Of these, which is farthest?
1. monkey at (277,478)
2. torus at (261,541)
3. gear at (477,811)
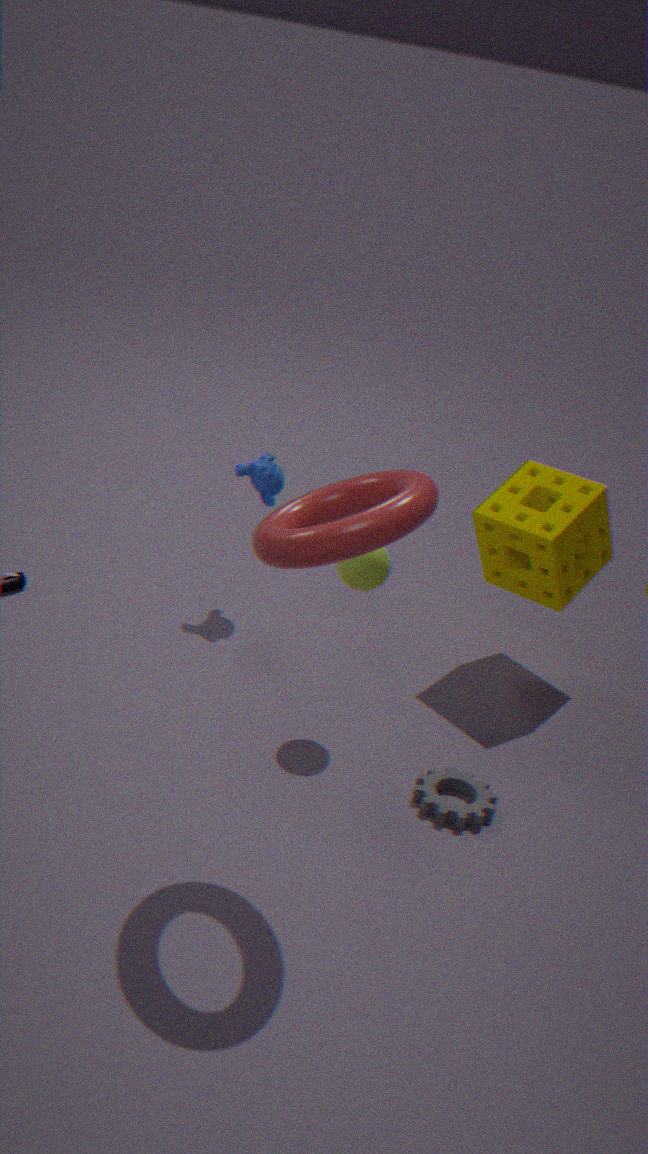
monkey at (277,478)
